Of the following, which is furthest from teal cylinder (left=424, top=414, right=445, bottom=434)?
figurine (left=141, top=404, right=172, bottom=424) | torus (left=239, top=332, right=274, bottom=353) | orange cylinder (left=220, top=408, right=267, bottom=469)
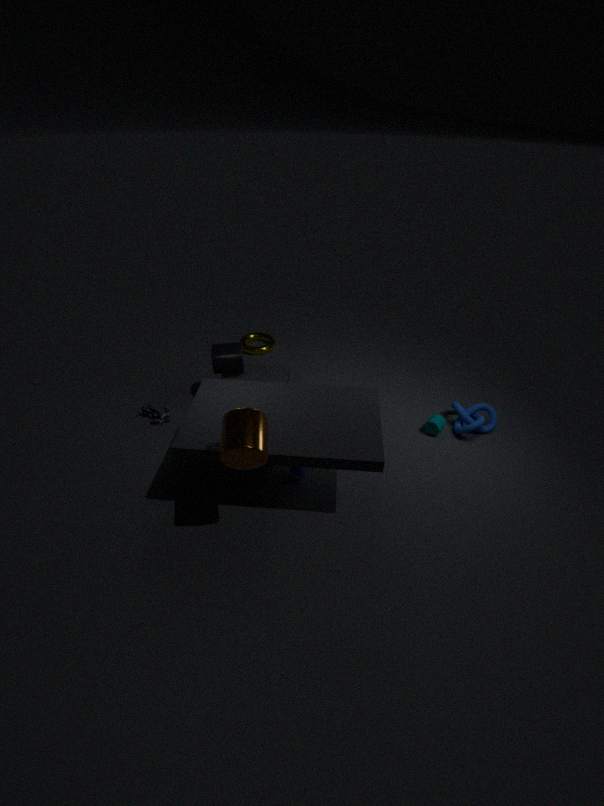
figurine (left=141, top=404, right=172, bottom=424)
